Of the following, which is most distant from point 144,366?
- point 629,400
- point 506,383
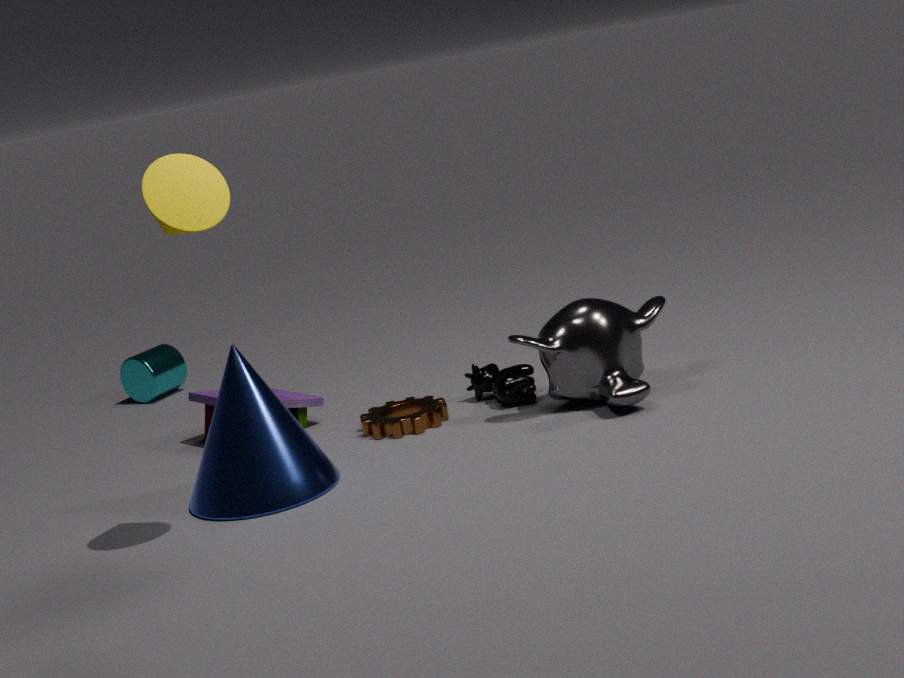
point 629,400
